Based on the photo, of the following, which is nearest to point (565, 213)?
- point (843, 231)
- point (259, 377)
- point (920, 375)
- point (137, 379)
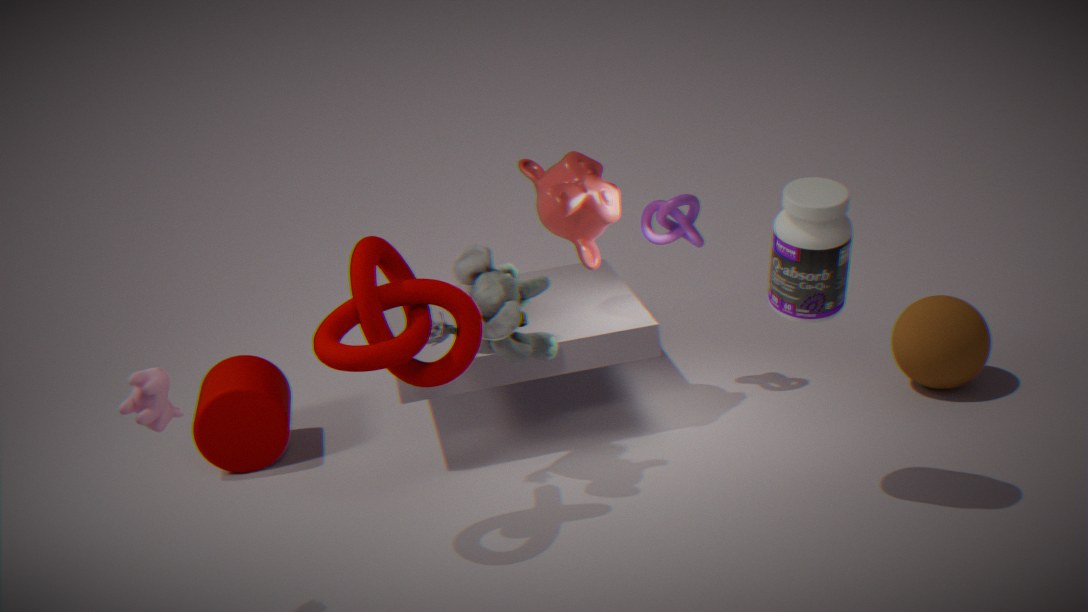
point (843, 231)
